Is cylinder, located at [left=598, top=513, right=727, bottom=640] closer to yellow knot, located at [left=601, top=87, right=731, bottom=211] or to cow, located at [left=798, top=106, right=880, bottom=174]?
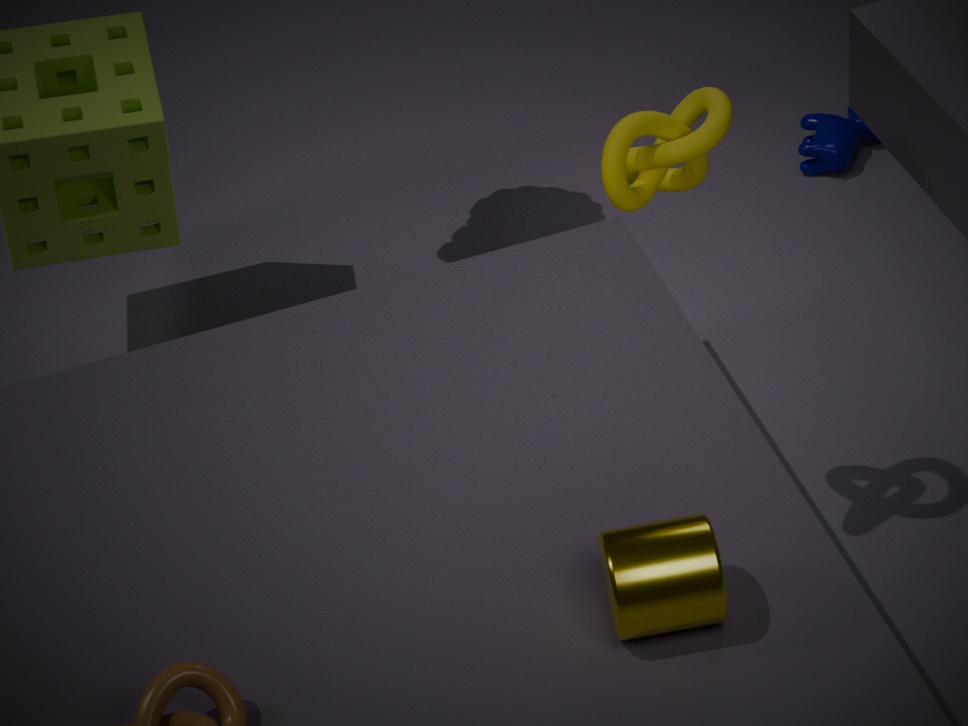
yellow knot, located at [left=601, top=87, right=731, bottom=211]
